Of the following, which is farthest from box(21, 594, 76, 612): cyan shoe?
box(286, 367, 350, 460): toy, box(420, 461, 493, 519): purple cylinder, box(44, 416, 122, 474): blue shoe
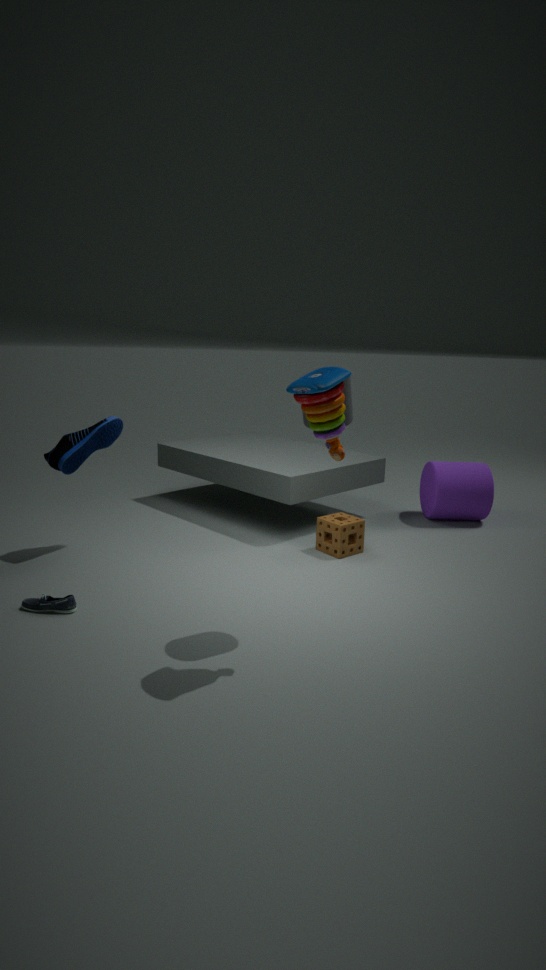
box(420, 461, 493, 519): purple cylinder
